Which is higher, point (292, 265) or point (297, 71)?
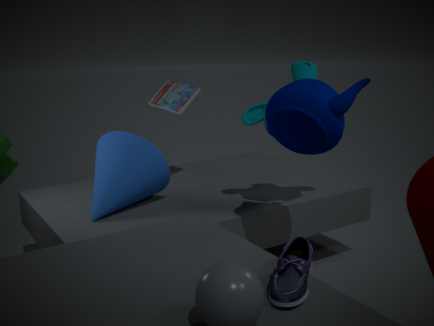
point (297, 71)
